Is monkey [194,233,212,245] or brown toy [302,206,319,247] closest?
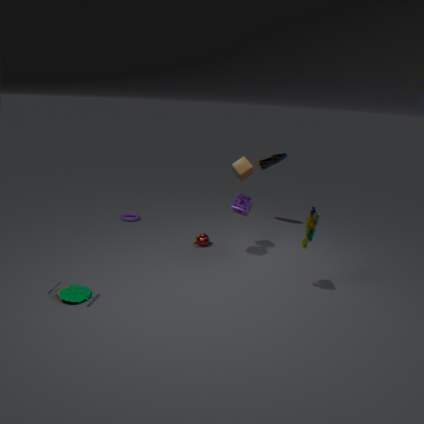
brown toy [302,206,319,247]
